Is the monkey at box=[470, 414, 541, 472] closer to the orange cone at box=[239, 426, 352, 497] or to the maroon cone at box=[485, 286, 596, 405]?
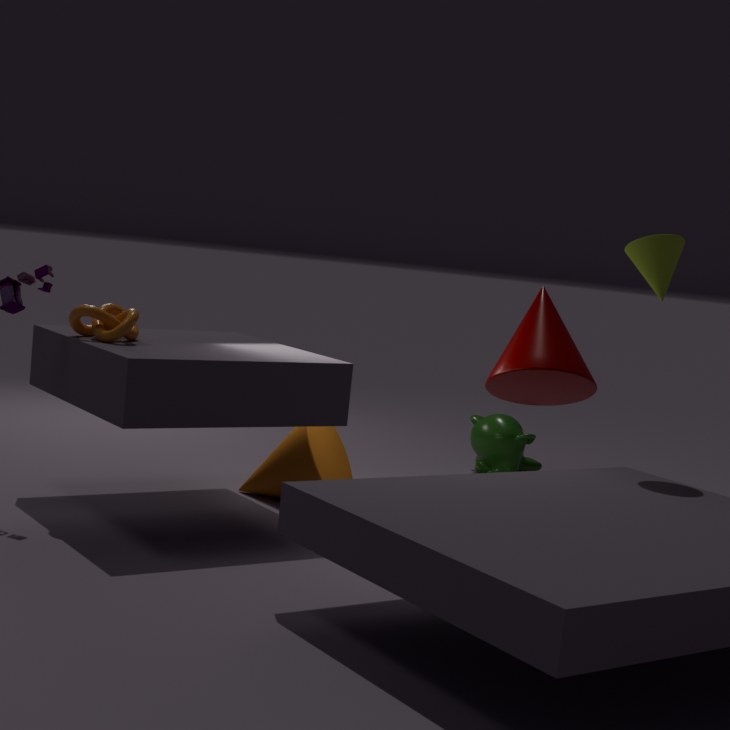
the maroon cone at box=[485, 286, 596, 405]
